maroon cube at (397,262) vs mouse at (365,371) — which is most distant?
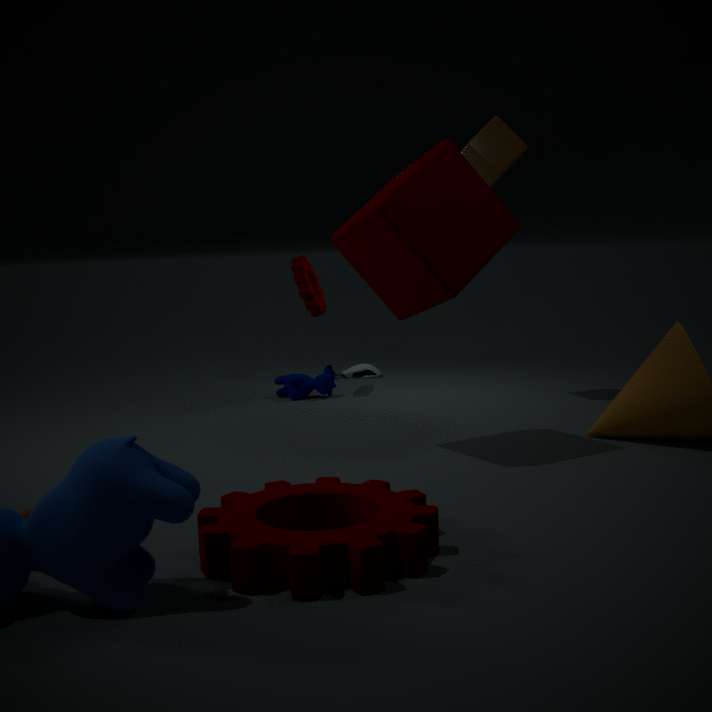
mouse at (365,371)
